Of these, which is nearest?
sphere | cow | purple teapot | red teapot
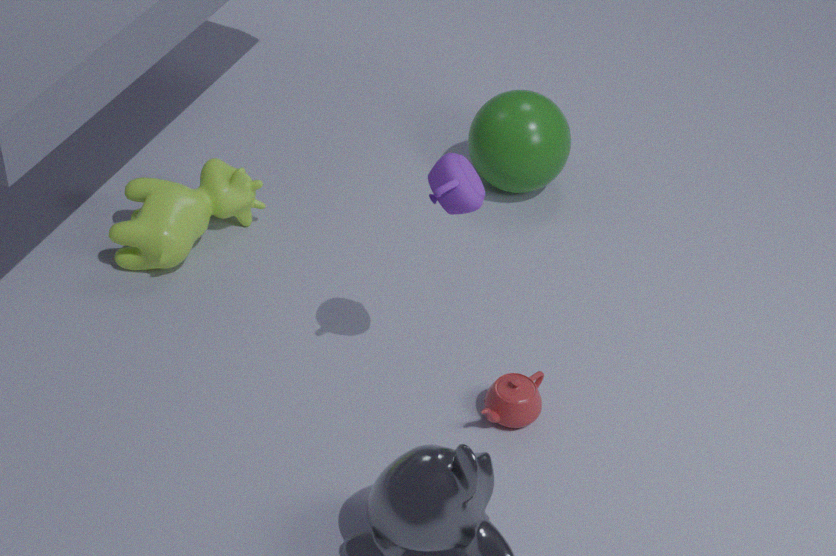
purple teapot
